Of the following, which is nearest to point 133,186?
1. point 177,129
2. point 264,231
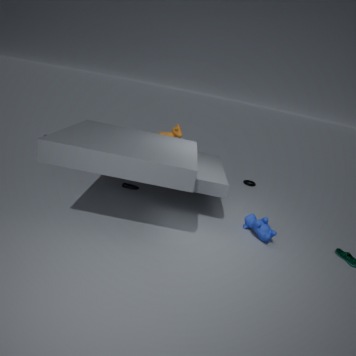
point 177,129
